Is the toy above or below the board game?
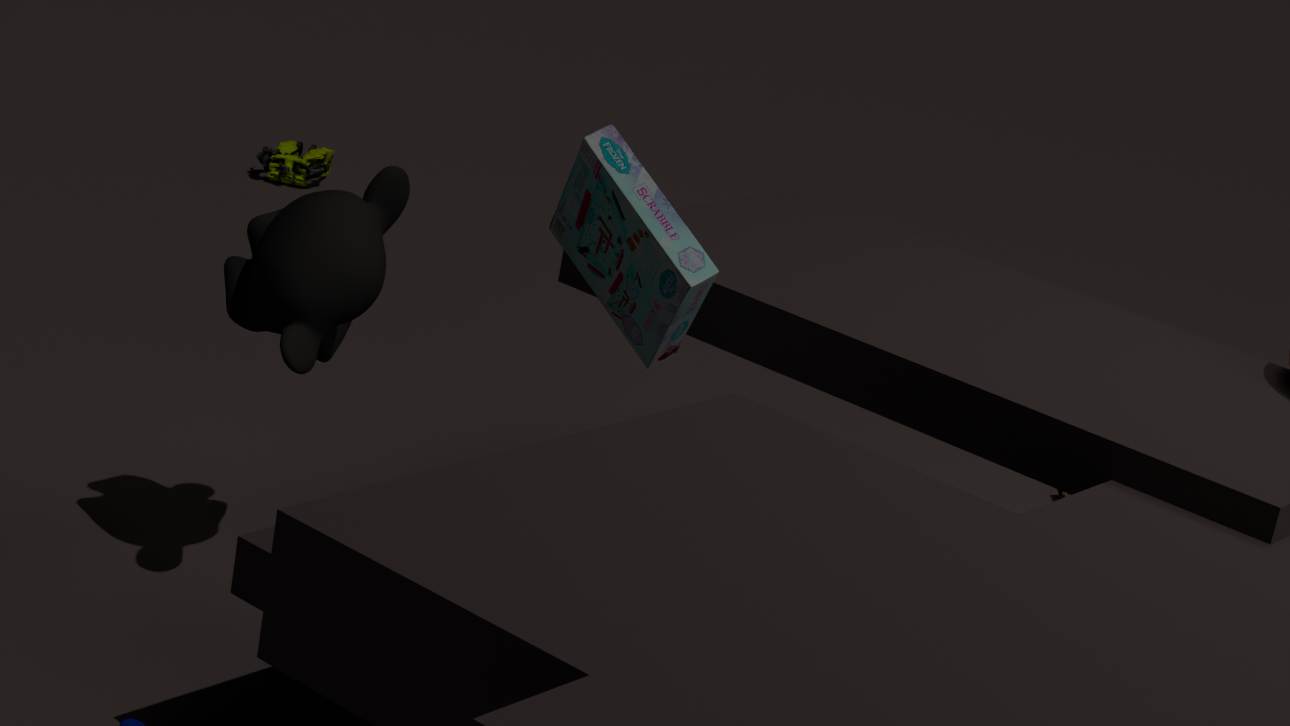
below
